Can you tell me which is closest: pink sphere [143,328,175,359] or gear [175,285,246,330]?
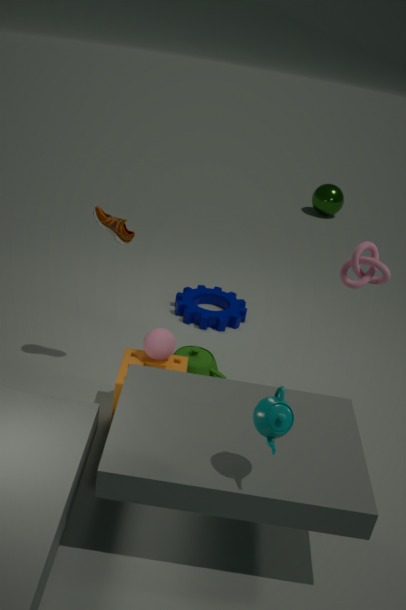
pink sphere [143,328,175,359]
